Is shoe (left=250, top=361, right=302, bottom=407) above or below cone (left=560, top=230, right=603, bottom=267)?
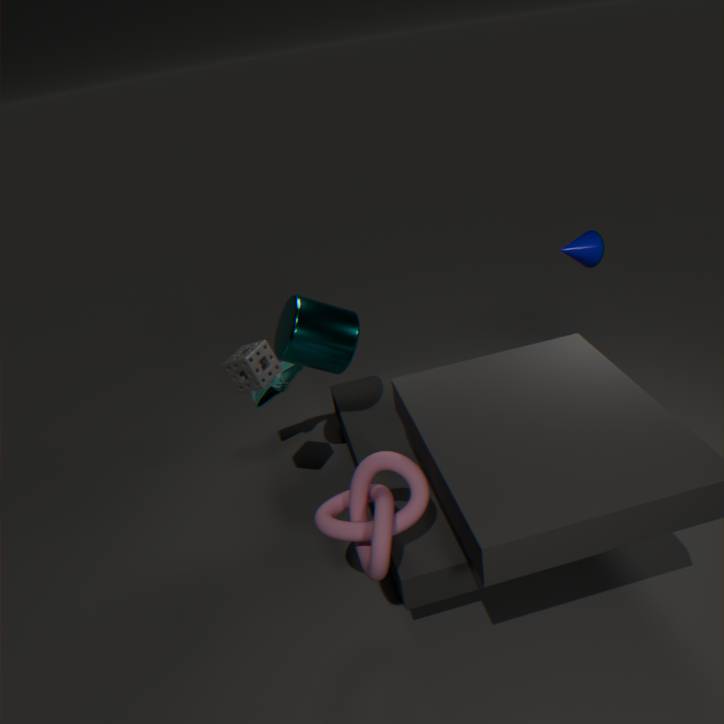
below
